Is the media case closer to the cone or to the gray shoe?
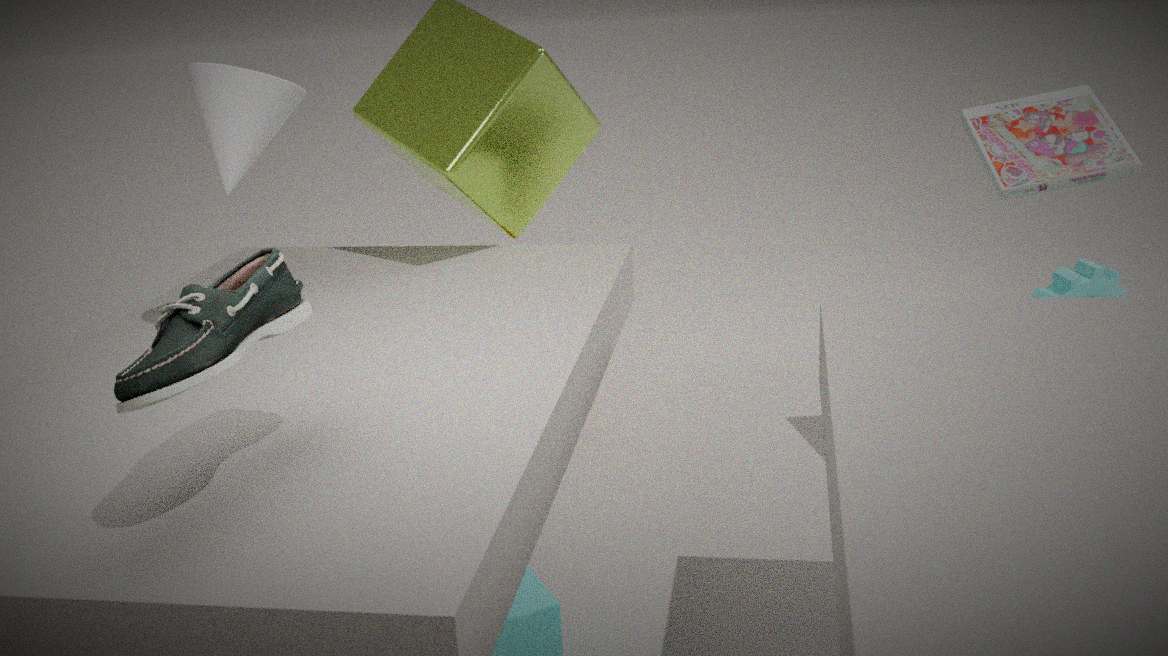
the cone
